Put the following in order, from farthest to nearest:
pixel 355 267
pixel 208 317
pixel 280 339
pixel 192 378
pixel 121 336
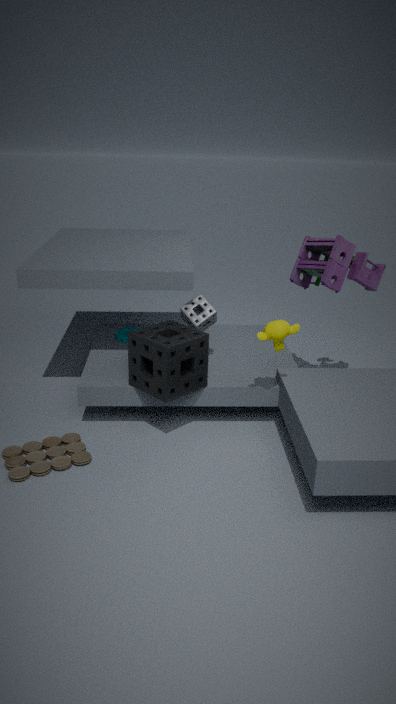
pixel 121 336 → pixel 355 267 → pixel 208 317 → pixel 192 378 → pixel 280 339
